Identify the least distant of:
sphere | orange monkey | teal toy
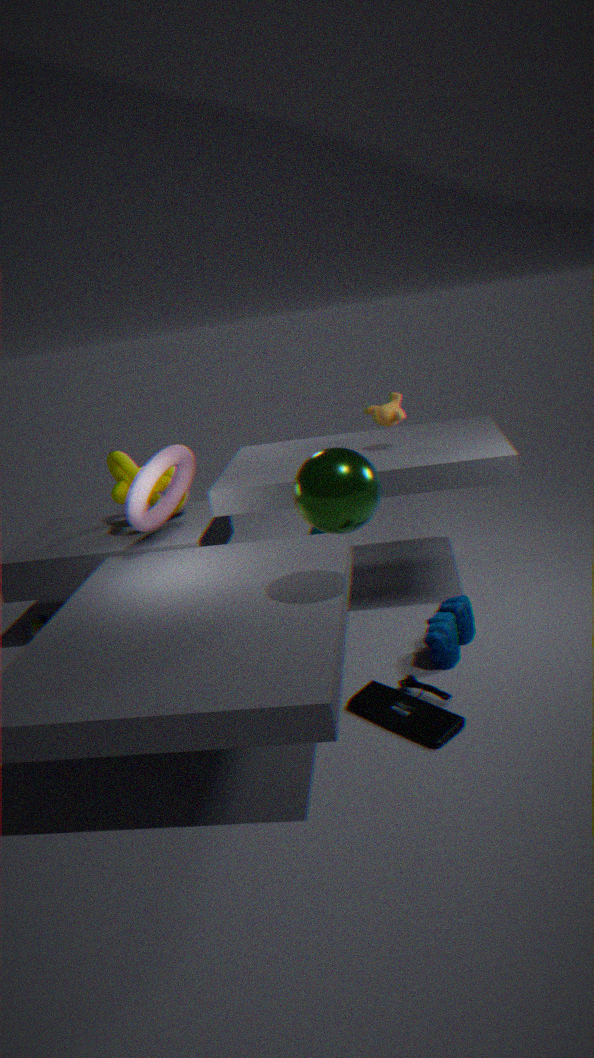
sphere
